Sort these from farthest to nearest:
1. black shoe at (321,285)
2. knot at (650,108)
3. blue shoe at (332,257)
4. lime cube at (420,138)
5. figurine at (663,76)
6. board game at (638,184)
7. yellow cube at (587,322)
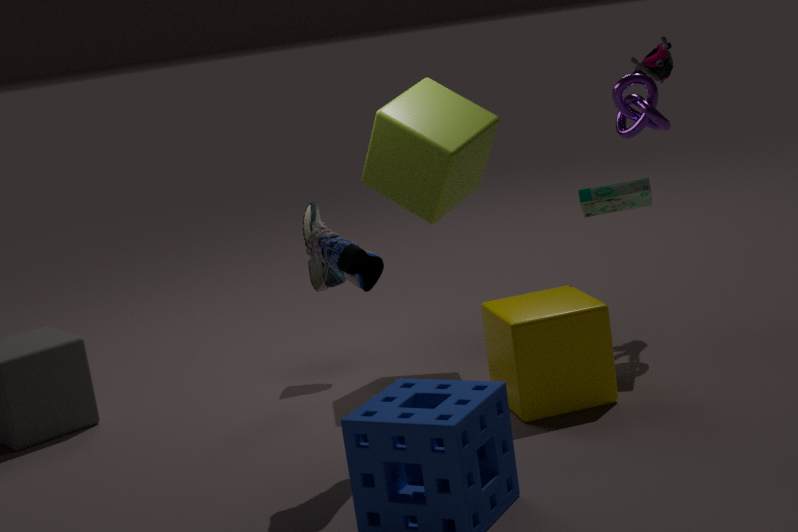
1. black shoe at (321,285)
2. figurine at (663,76)
3. knot at (650,108)
4. lime cube at (420,138)
5. board game at (638,184)
6. yellow cube at (587,322)
7. blue shoe at (332,257)
